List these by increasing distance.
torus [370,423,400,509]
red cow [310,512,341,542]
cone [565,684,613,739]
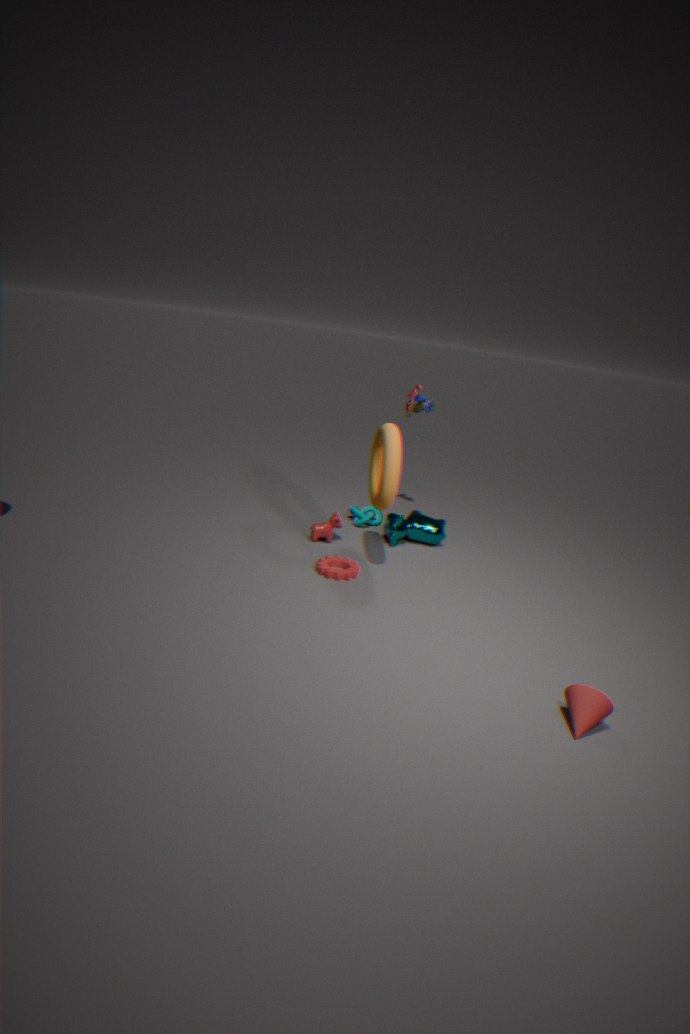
1. cone [565,684,613,739]
2. torus [370,423,400,509]
3. red cow [310,512,341,542]
